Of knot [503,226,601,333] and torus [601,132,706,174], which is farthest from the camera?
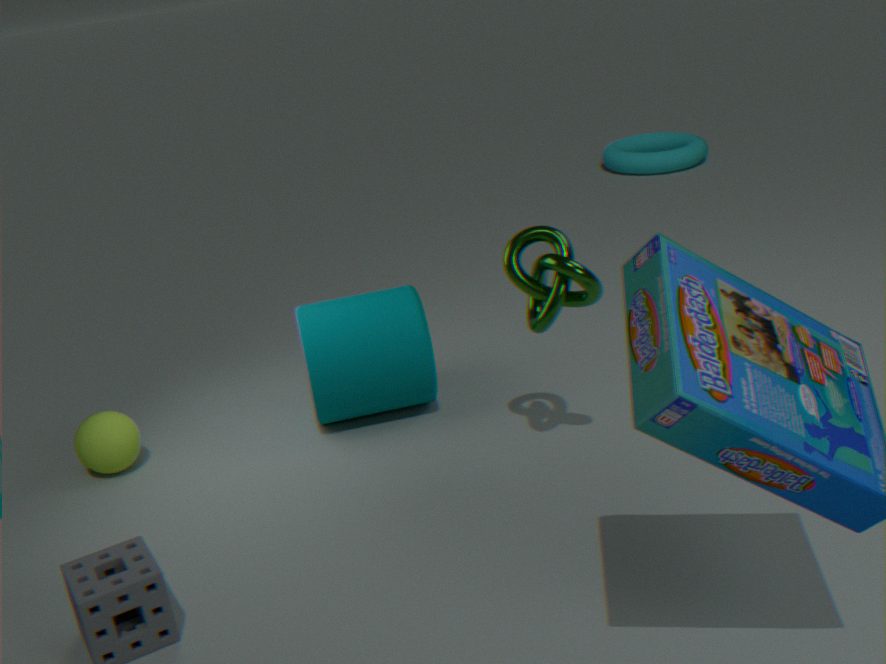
torus [601,132,706,174]
